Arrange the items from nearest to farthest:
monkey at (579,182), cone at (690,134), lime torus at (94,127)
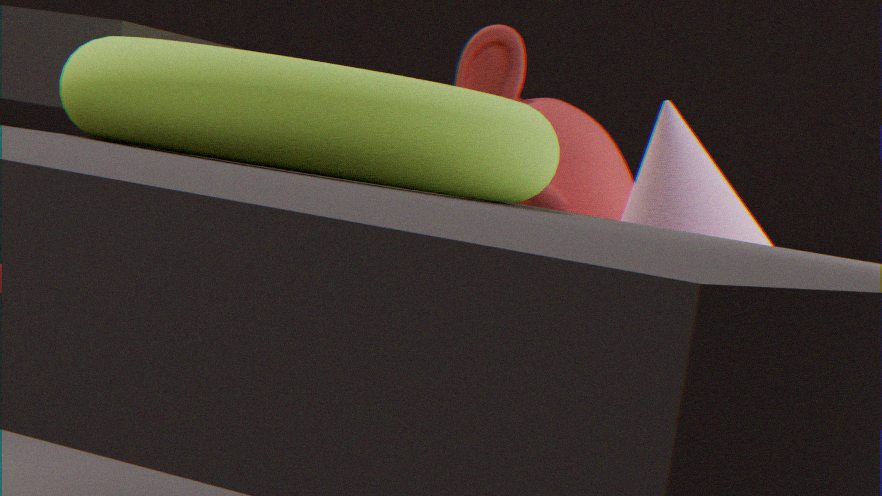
lime torus at (94,127) → cone at (690,134) → monkey at (579,182)
